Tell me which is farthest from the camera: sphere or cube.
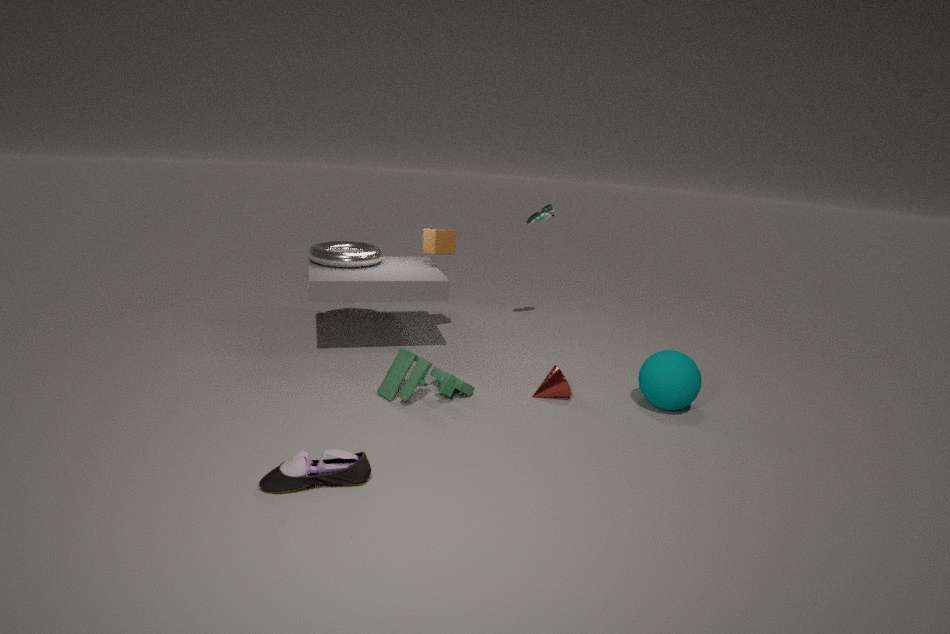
cube
